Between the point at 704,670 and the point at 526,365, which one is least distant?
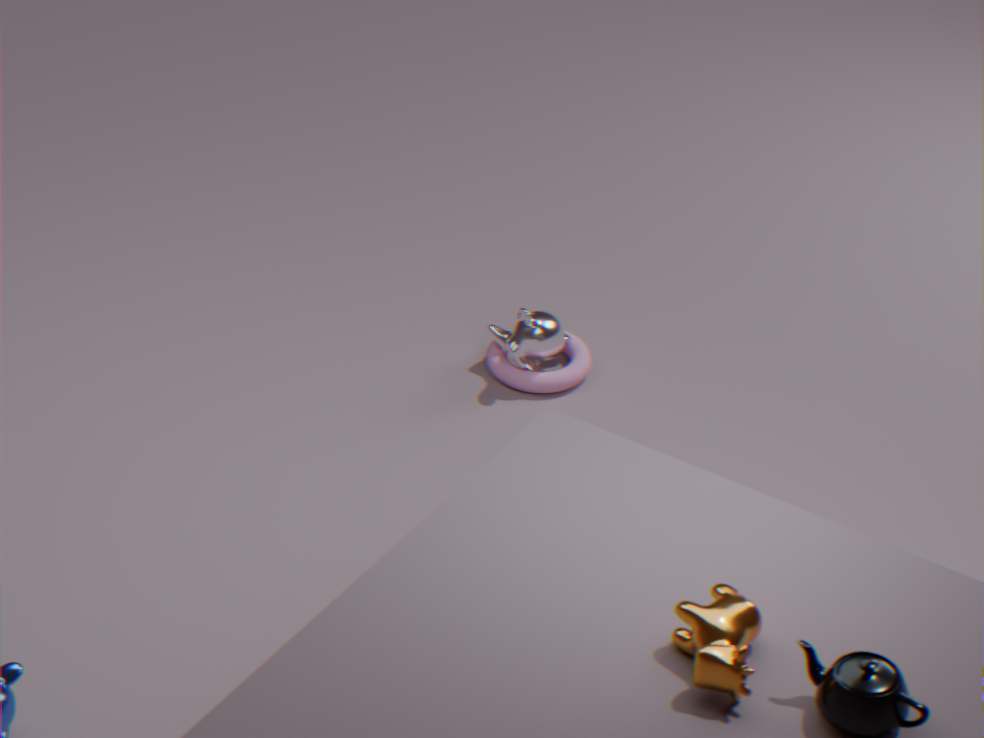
the point at 704,670
